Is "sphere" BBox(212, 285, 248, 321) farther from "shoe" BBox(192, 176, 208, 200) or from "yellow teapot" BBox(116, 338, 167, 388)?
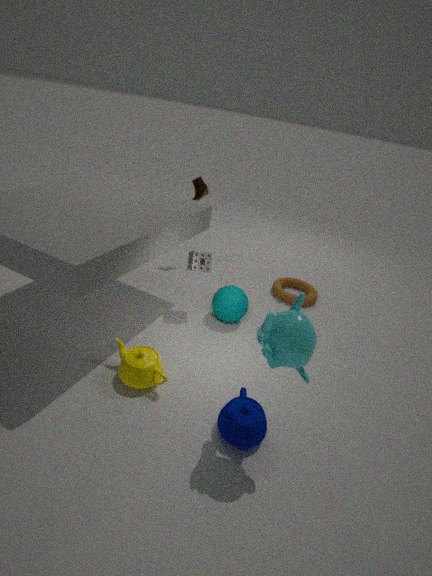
"shoe" BBox(192, 176, 208, 200)
